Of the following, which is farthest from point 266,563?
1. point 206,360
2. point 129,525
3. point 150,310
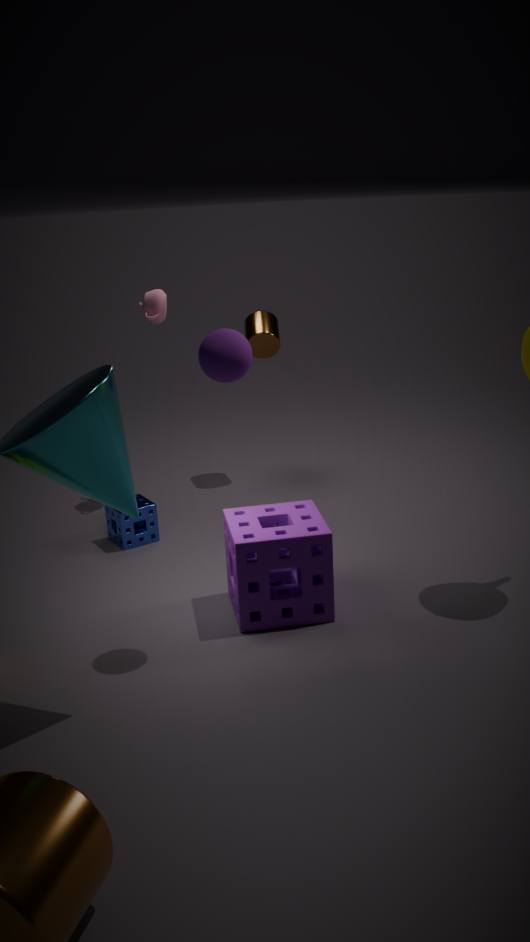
point 150,310
